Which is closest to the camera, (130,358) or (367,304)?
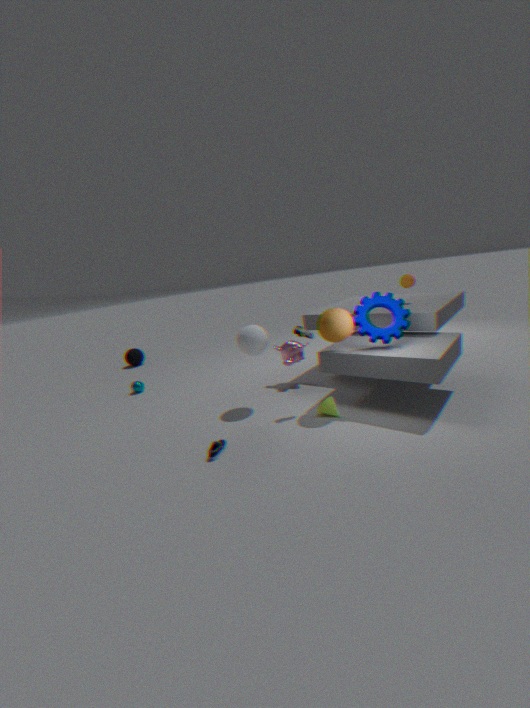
(367,304)
